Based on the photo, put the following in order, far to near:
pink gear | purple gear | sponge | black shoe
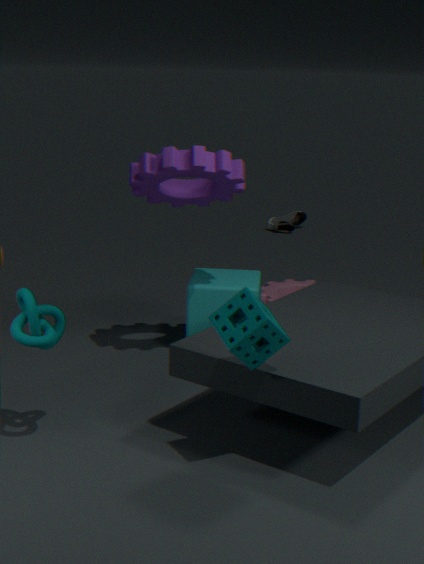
black shoe, pink gear, purple gear, sponge
